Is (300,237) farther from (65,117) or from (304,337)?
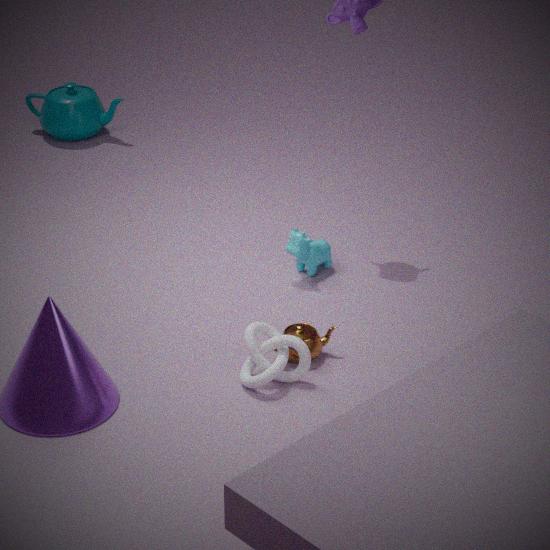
(65,117)
